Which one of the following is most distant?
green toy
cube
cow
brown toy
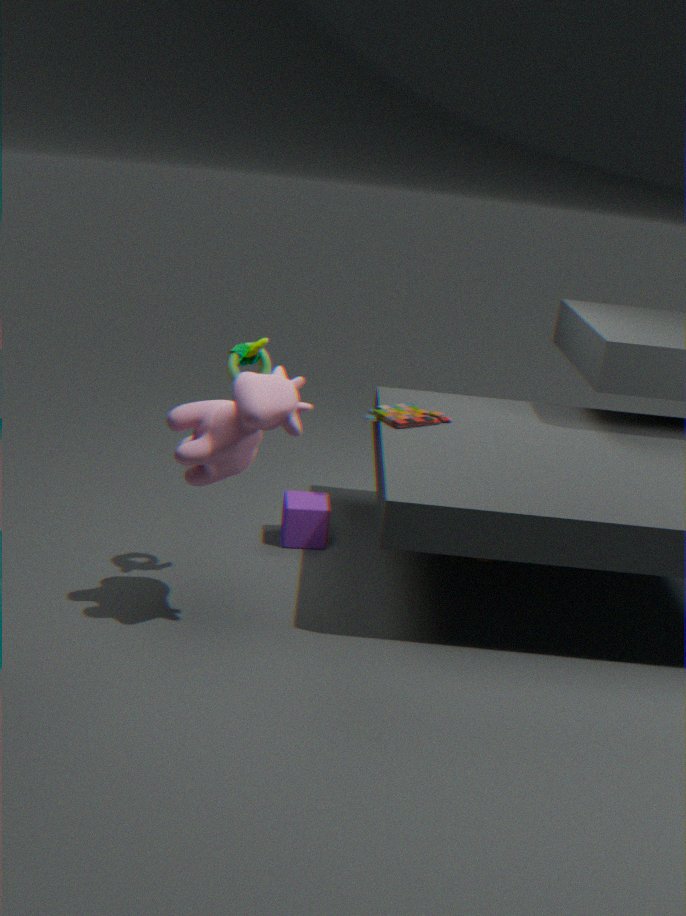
cube
